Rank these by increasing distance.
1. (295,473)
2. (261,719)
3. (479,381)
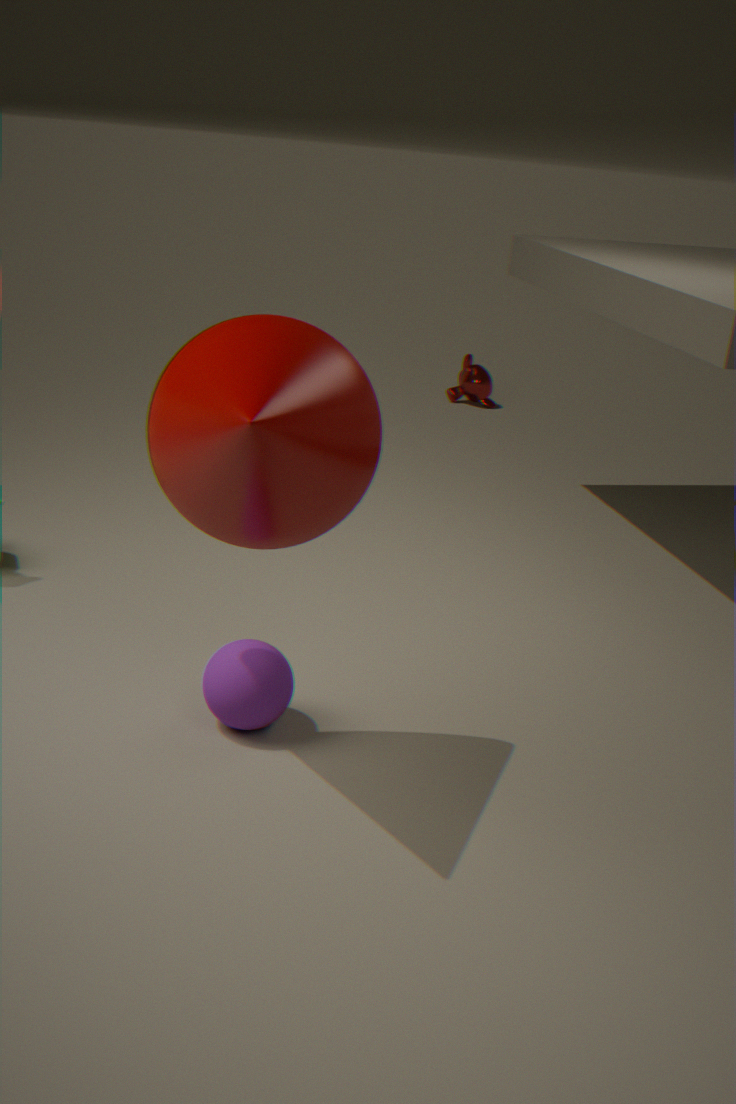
(295,473)
(261,719)
(479,381)
